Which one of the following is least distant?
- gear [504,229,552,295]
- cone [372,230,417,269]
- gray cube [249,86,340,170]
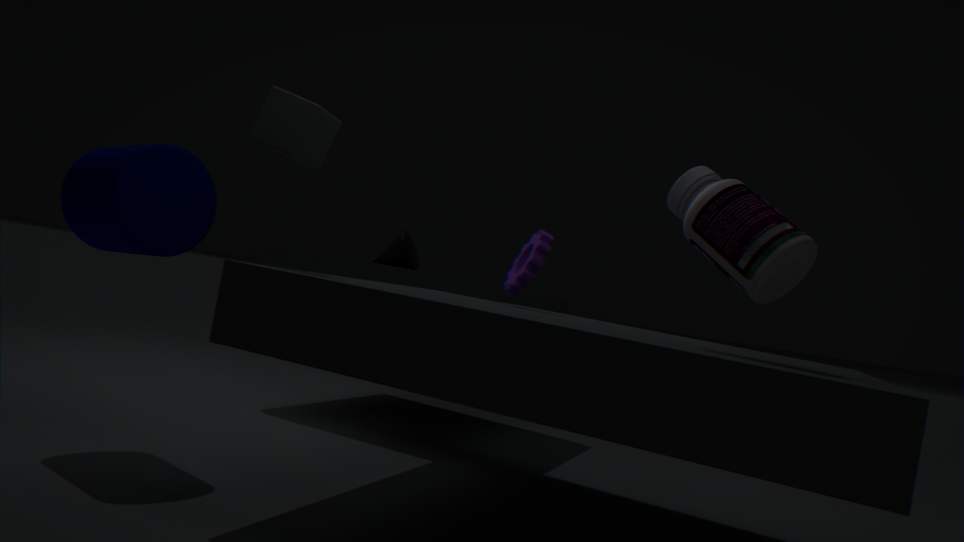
gray cube [249,86,340,170]
